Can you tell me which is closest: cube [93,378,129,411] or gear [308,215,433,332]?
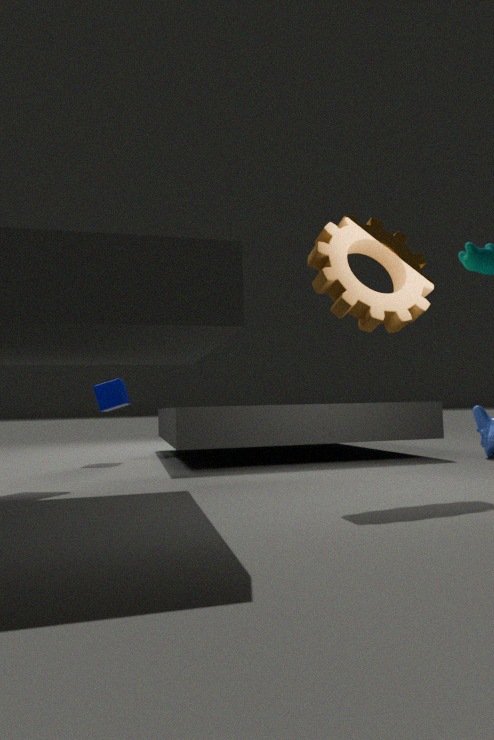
gear [308,215,433,332]
